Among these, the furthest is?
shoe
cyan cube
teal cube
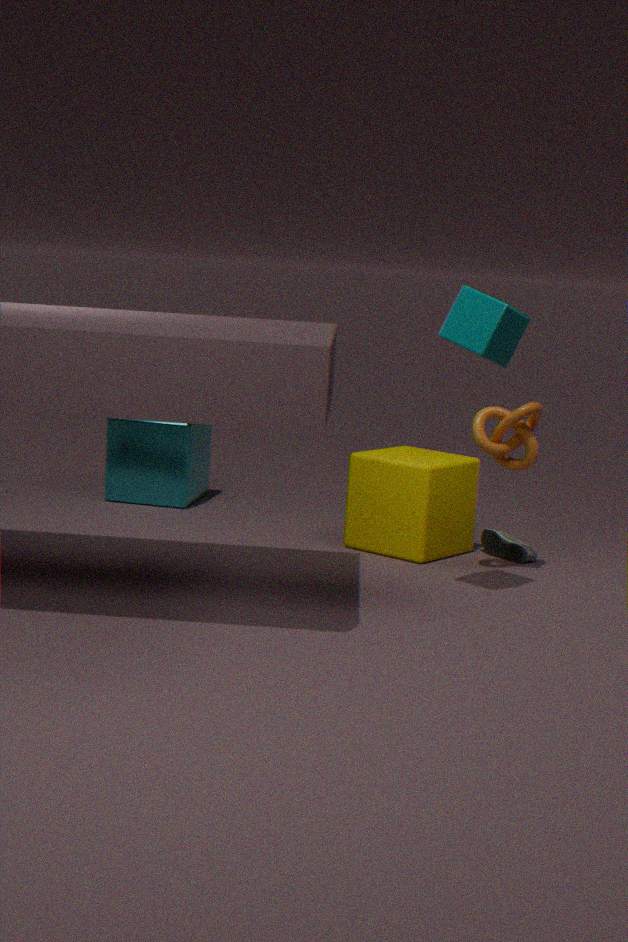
cyan cube
